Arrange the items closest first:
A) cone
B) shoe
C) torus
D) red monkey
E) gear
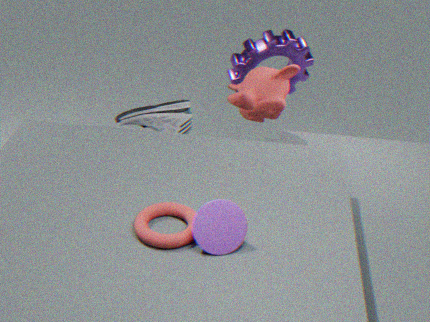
1. cone
2. torus
3. shoe
4. red monkey
5. gear
